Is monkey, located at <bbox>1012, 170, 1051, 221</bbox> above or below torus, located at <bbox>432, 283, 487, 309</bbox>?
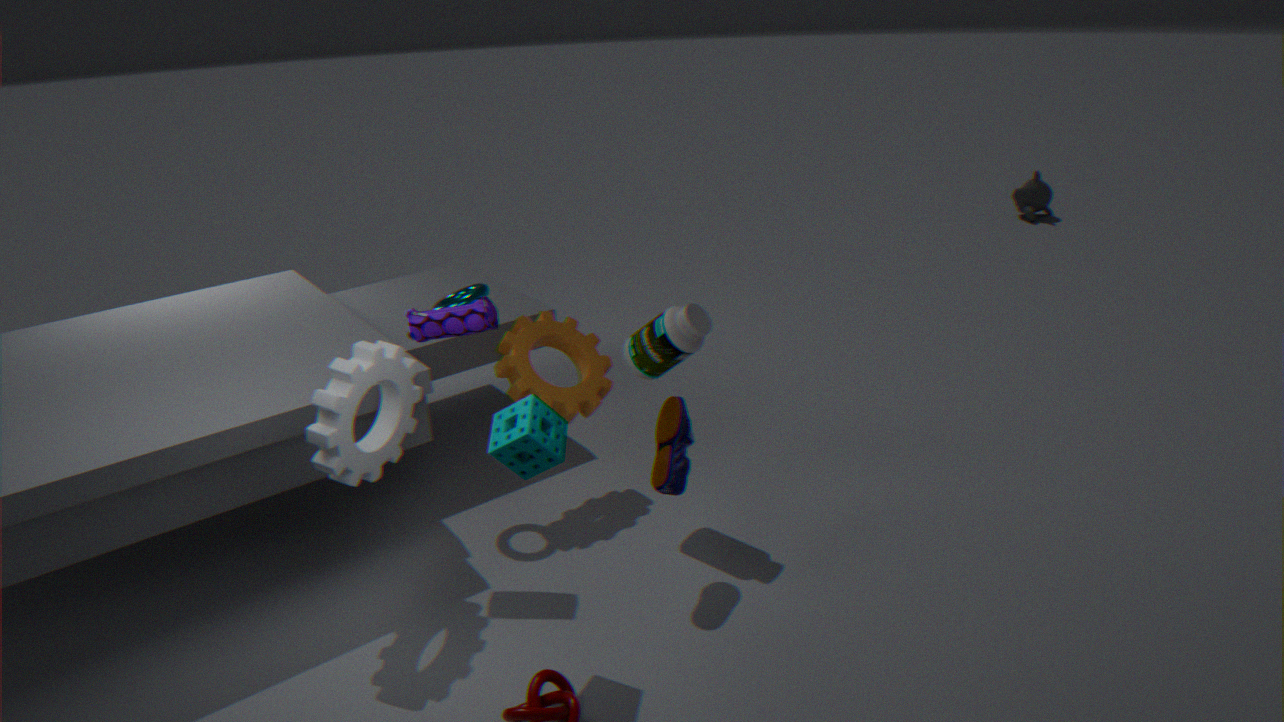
below
